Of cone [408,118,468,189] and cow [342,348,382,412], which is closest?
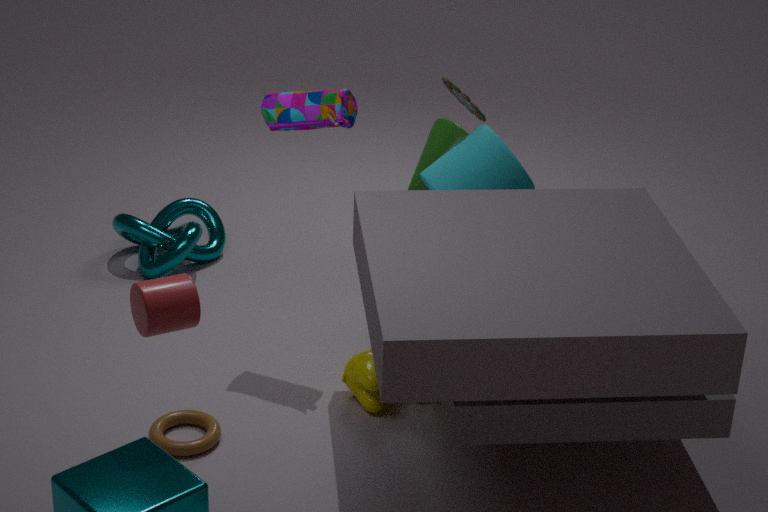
cow [342,348,382,412]
